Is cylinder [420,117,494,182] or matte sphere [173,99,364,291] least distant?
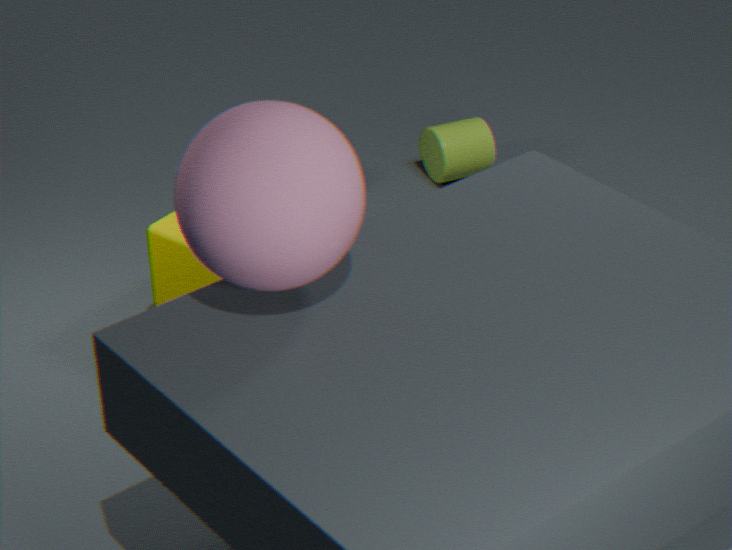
matte sphere [173,99,364,291]
